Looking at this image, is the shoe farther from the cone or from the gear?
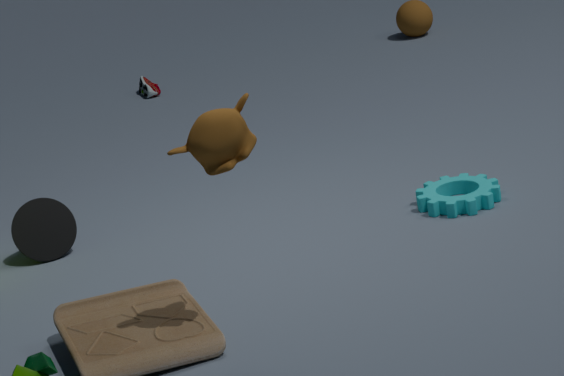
the gear
